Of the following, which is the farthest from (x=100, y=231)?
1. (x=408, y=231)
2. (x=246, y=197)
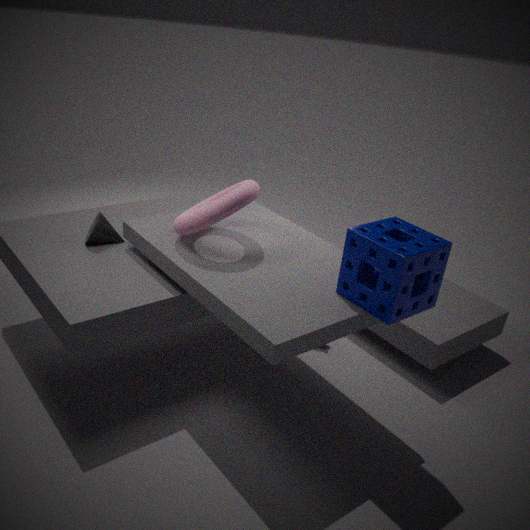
(x=408, y=231)
